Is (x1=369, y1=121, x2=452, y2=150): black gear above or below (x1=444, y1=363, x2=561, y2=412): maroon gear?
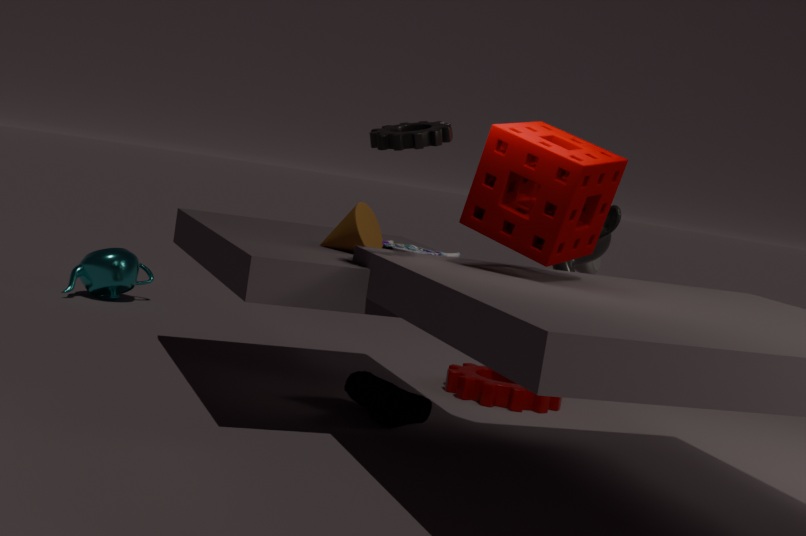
above
